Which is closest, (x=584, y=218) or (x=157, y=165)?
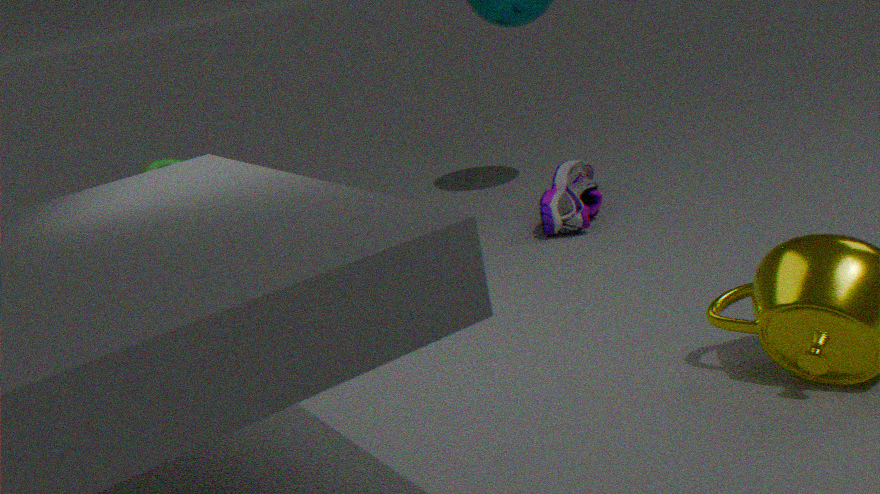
(x=157, y=165)
